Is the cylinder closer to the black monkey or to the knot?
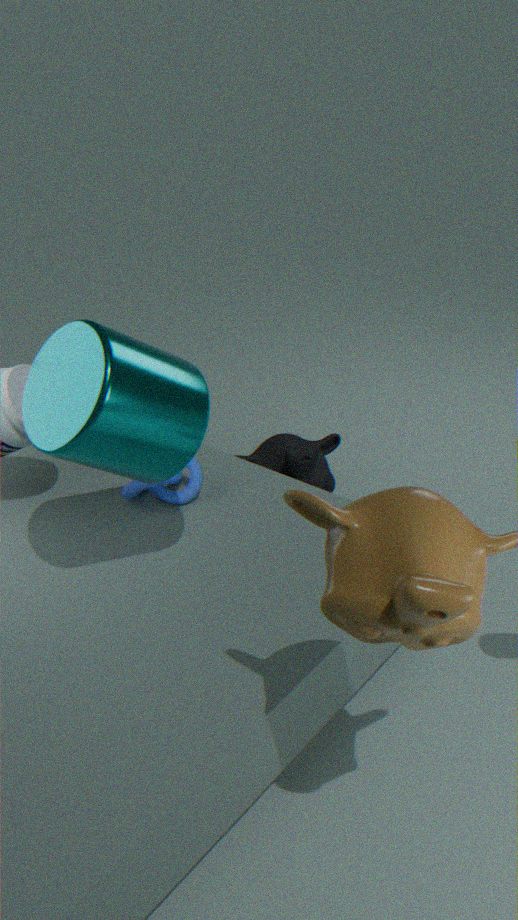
the knot
